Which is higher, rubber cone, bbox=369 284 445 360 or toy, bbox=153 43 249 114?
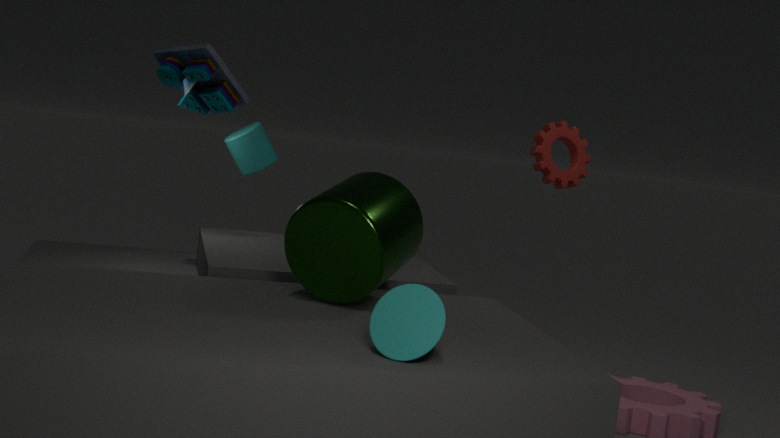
toy, bbox=153 43 249 114
